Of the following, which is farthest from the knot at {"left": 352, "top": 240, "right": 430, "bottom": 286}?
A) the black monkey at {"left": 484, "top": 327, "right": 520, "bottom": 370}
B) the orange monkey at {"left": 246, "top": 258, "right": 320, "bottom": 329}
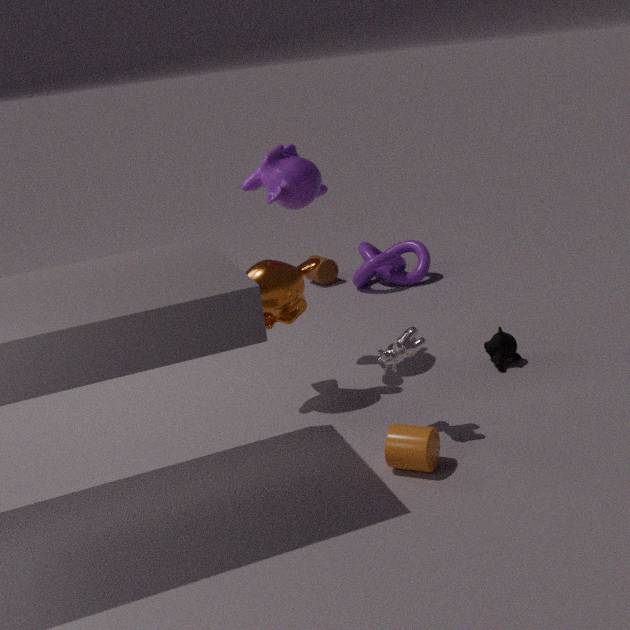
the orange monkey at {"left": 246, "top": 258, "right": 320, "bottom": 329}
